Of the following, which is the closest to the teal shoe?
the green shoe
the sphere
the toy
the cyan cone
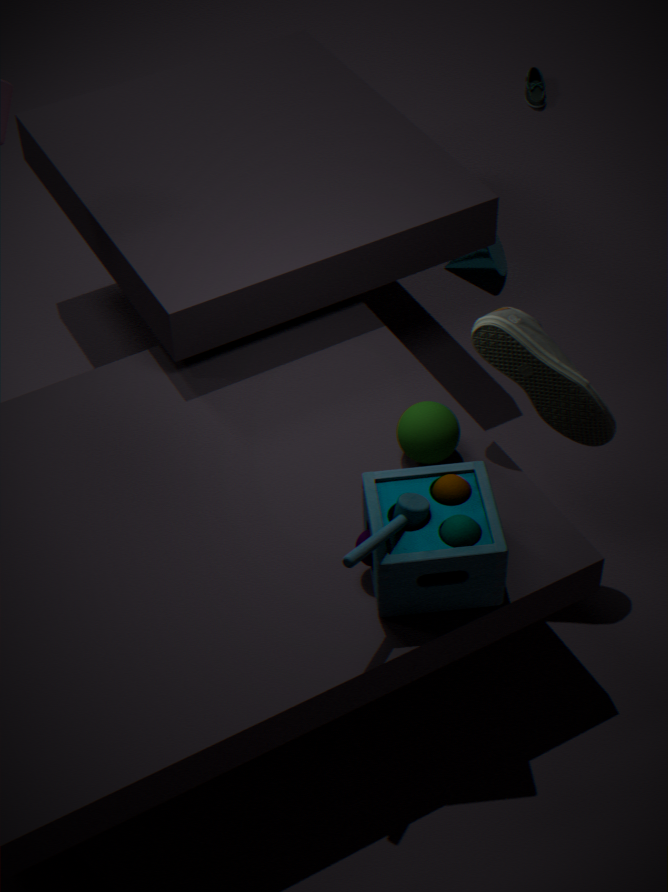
the cyan cone
